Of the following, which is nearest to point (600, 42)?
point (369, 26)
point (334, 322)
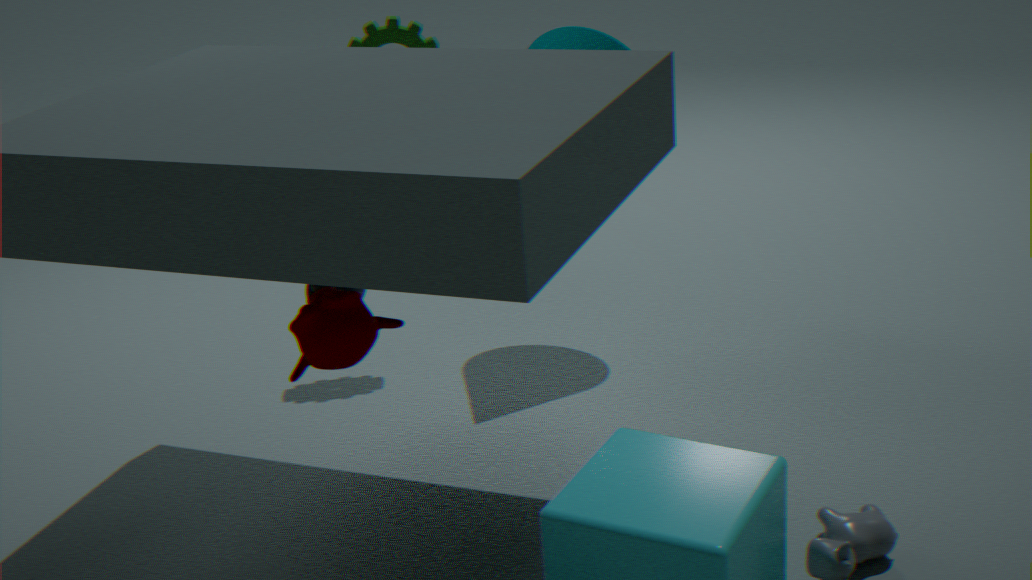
point (369, 26)
